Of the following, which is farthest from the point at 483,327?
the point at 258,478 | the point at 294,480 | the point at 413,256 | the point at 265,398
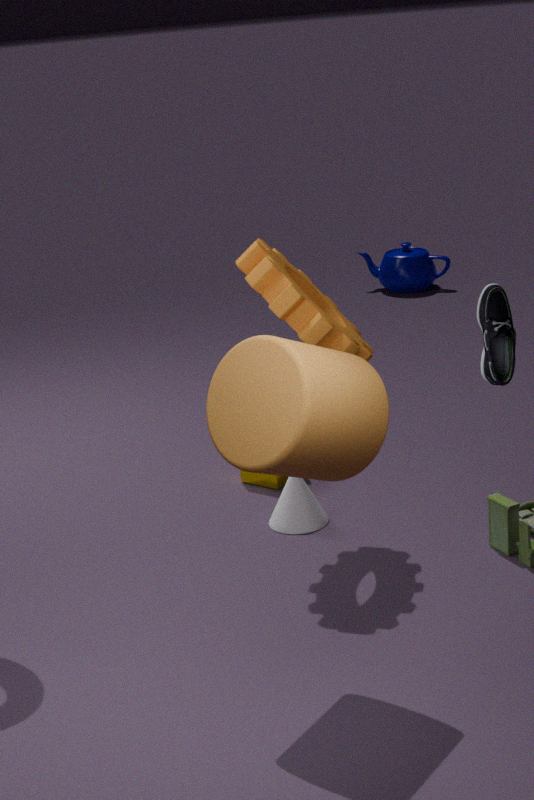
the point at 413,256
